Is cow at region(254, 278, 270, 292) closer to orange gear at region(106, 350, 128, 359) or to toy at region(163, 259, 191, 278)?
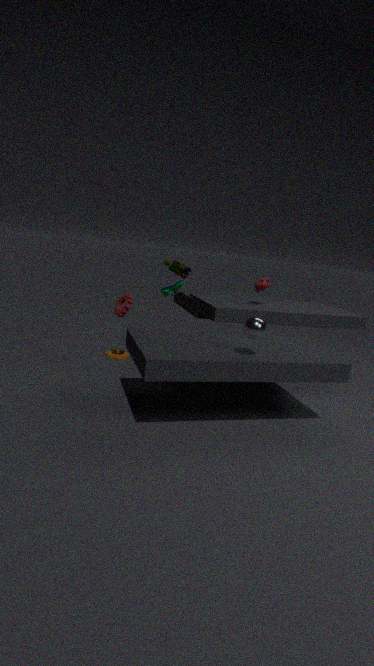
toy at region(163, 259, 191, 278)
